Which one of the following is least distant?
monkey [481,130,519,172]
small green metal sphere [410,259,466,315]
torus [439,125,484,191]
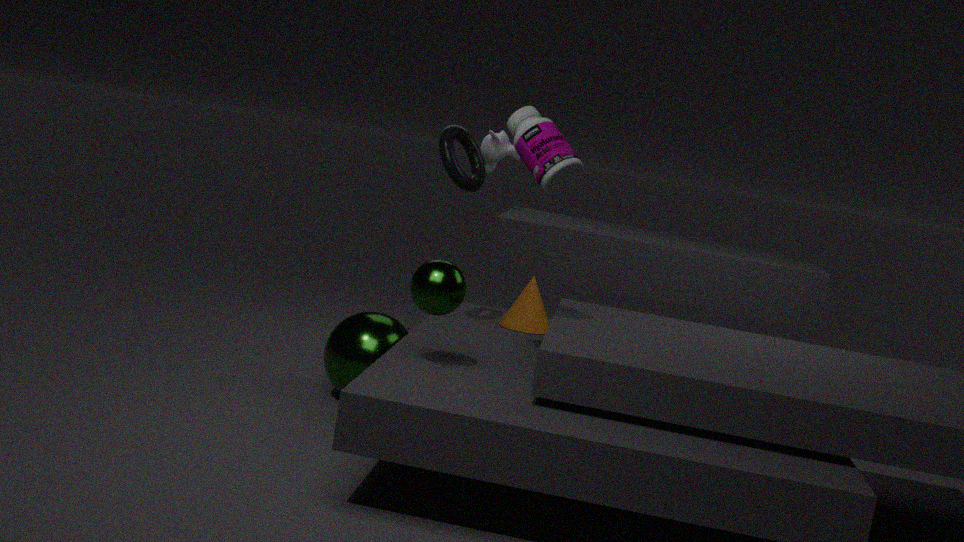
small green metal sphere [410,259,466,315]
